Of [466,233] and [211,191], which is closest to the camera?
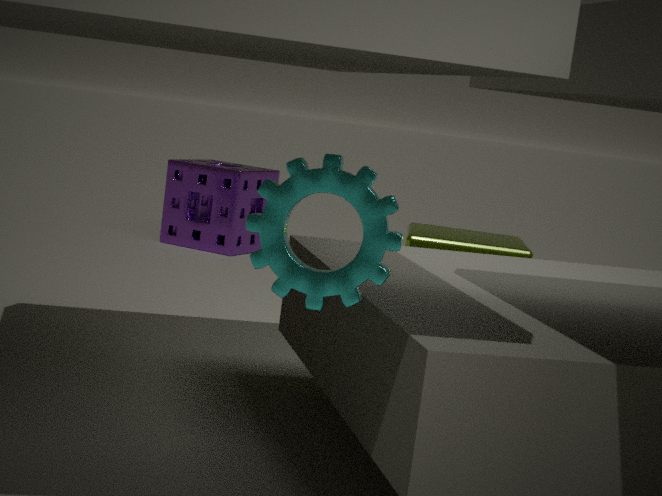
[466,233]
